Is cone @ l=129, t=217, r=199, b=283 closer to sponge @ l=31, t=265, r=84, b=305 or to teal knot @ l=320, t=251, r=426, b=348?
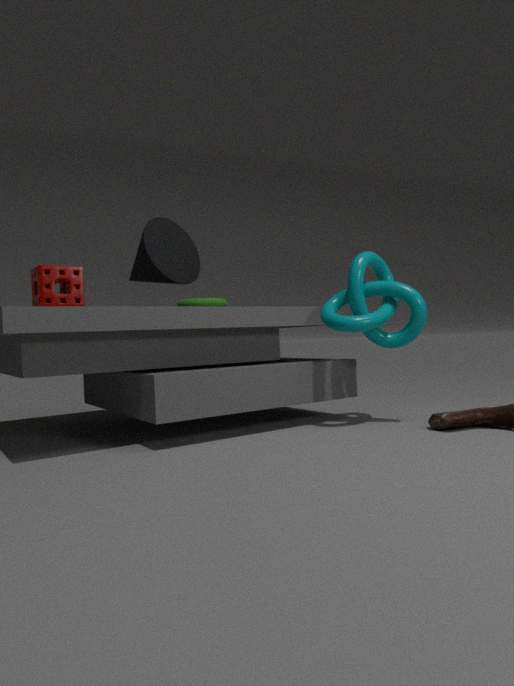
sponge @ l=31, t=265, r=84, b=305
